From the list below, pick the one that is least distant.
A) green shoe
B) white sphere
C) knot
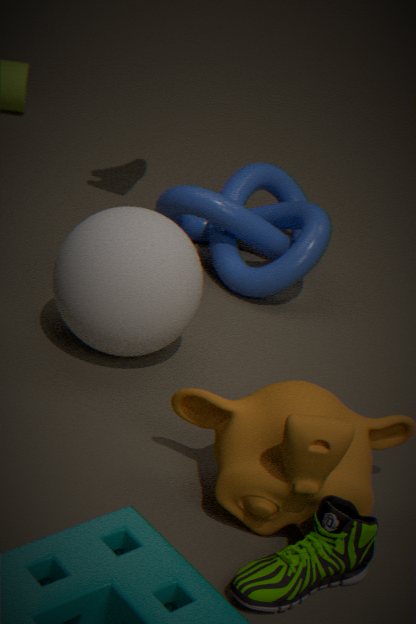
green shoe
